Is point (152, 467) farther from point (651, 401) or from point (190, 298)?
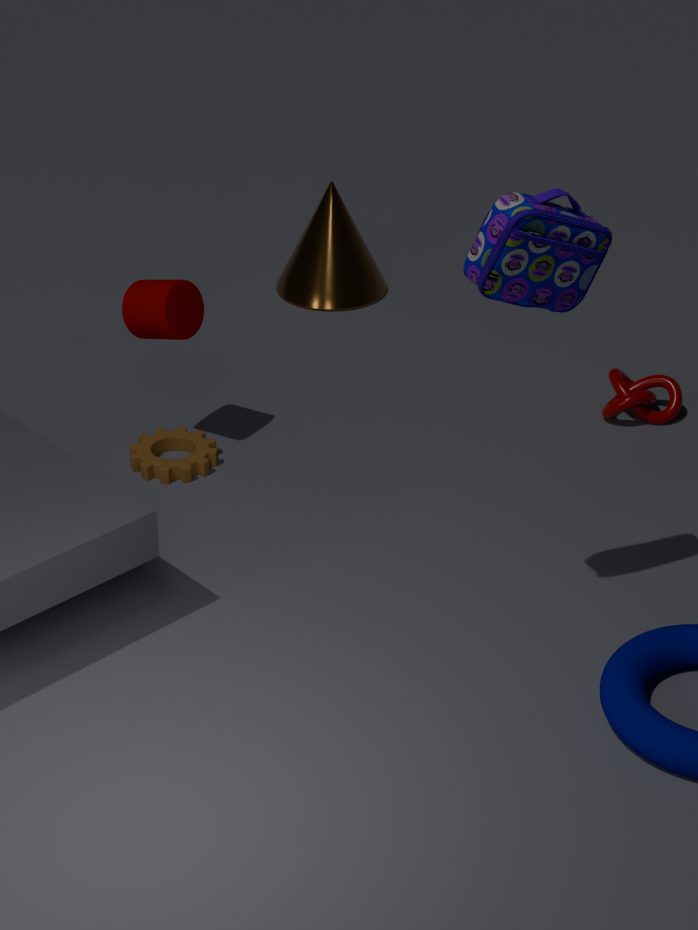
point (651, 401)
